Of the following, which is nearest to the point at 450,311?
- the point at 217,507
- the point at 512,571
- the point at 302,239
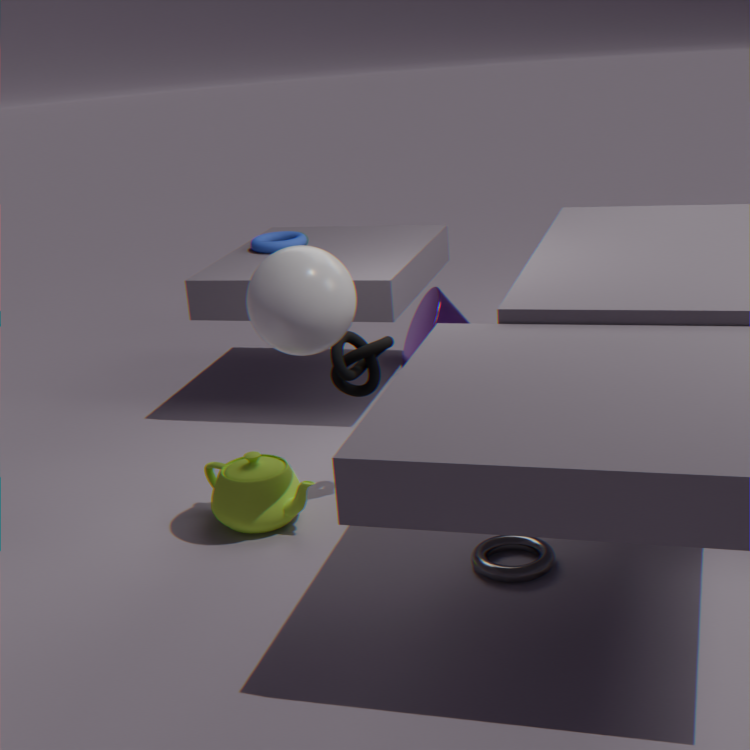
the point at 302,239
